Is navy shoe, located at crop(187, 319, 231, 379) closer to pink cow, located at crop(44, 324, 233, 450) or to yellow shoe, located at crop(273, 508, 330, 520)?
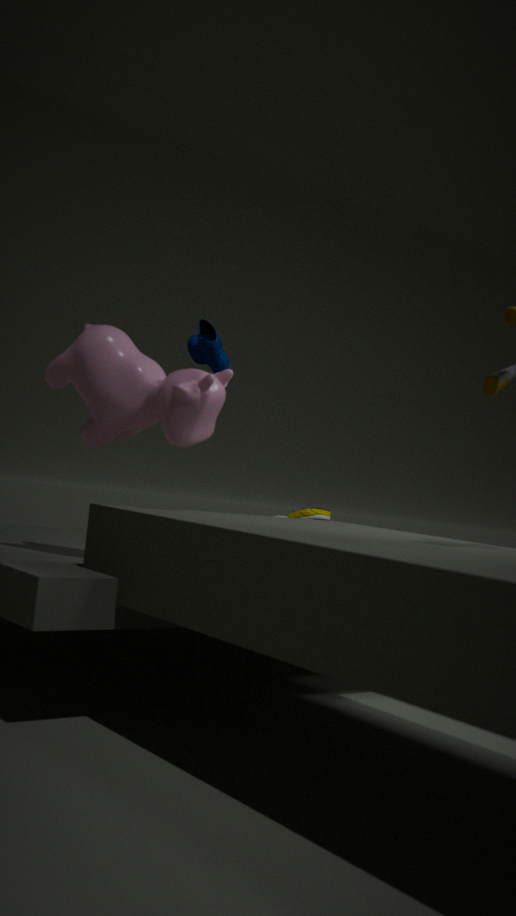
yellow shoe, located at crop(273, 508, 330, 520)
